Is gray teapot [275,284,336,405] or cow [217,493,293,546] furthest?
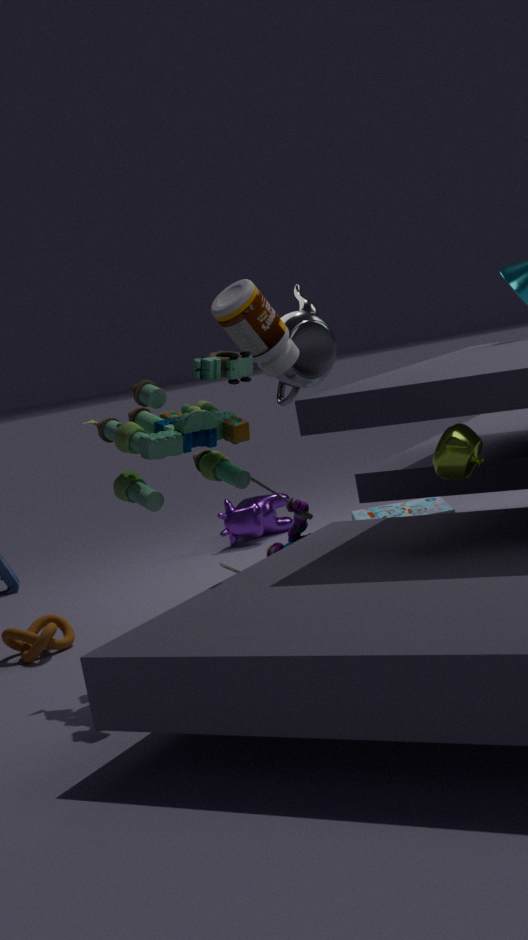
cow [217,493,293,546]
